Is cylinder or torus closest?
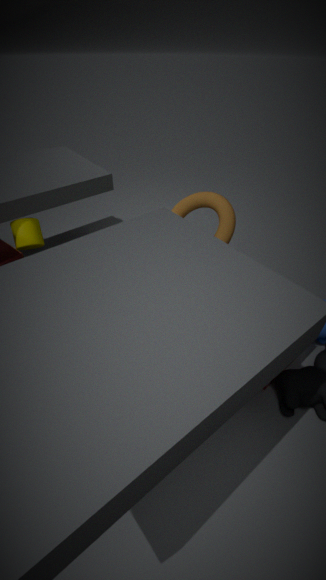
torus
